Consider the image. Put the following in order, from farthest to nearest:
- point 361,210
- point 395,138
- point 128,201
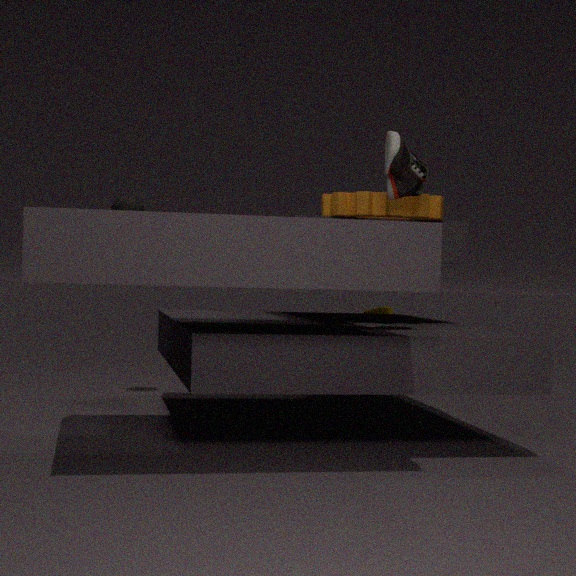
1. point 128,201
2. point 361,210
3. point 395,138
